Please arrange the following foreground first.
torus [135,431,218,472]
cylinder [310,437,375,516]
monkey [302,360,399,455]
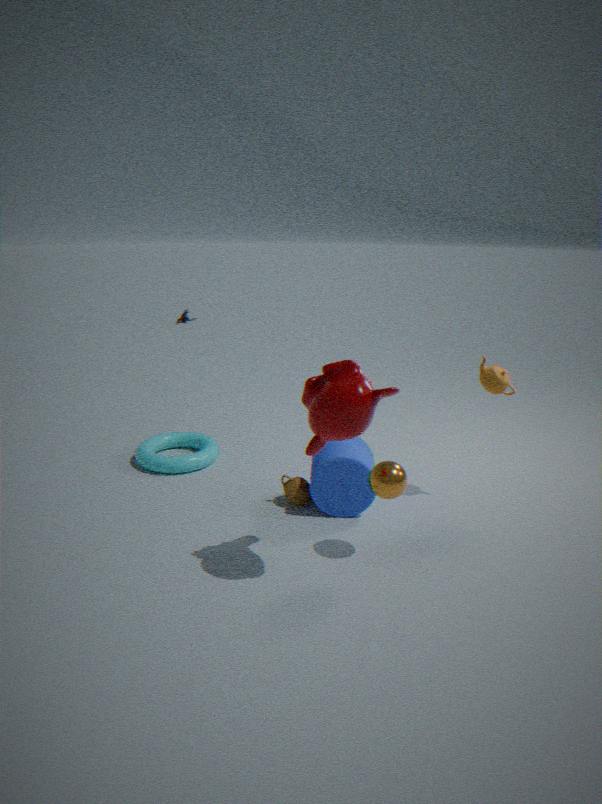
1. monkey [302,360,399,455]
2. cylinder [310,437,375,516]
3. torus [135,431,218,472]
